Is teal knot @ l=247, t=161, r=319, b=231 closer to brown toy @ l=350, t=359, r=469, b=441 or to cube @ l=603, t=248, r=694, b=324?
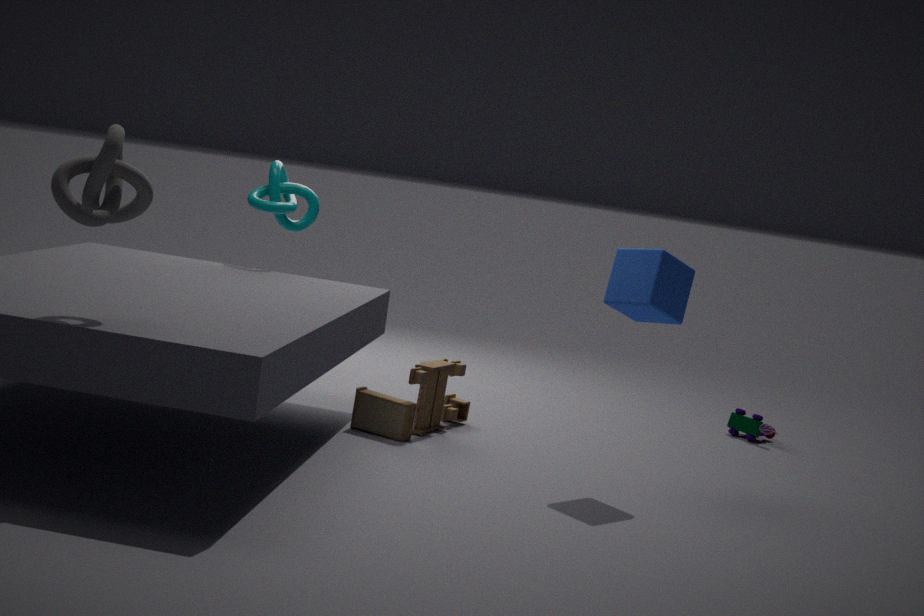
brown toy @ l=350, t=359, r=469, b=441
